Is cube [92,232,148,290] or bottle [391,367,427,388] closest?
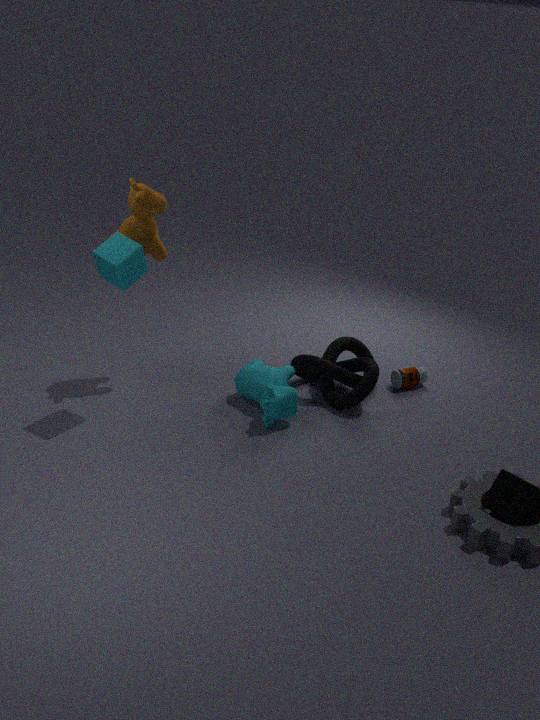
cube [92,232,148,290]
